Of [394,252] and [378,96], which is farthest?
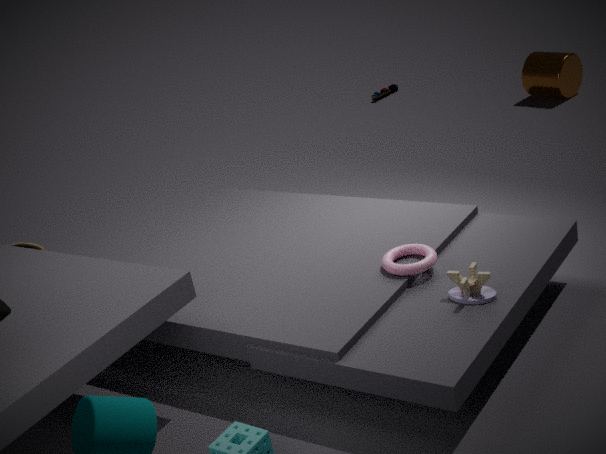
[378,96]
